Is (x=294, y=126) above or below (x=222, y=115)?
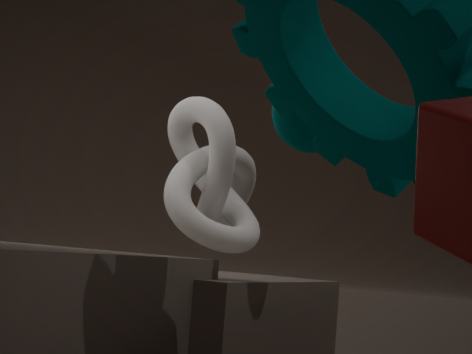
above
